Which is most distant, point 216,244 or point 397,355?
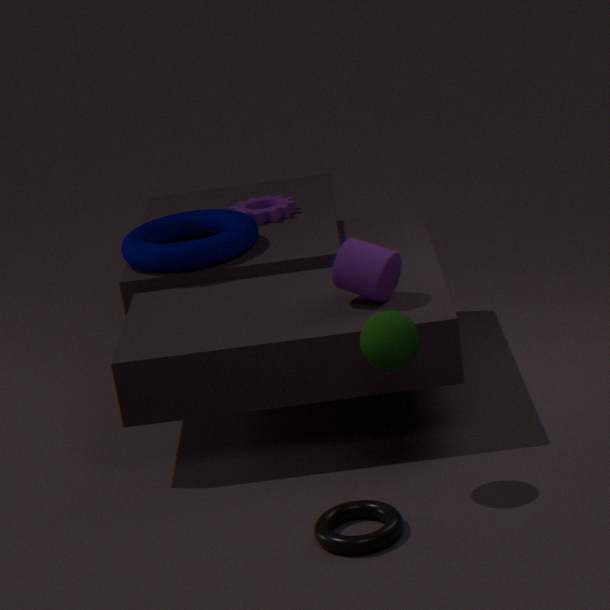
point 216,244
